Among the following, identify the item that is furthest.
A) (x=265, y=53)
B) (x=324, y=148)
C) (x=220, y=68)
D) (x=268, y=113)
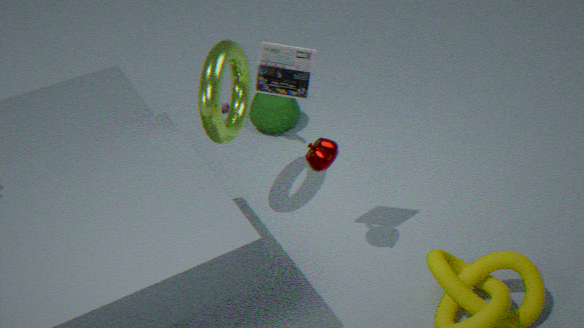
(x=268, y=113)
